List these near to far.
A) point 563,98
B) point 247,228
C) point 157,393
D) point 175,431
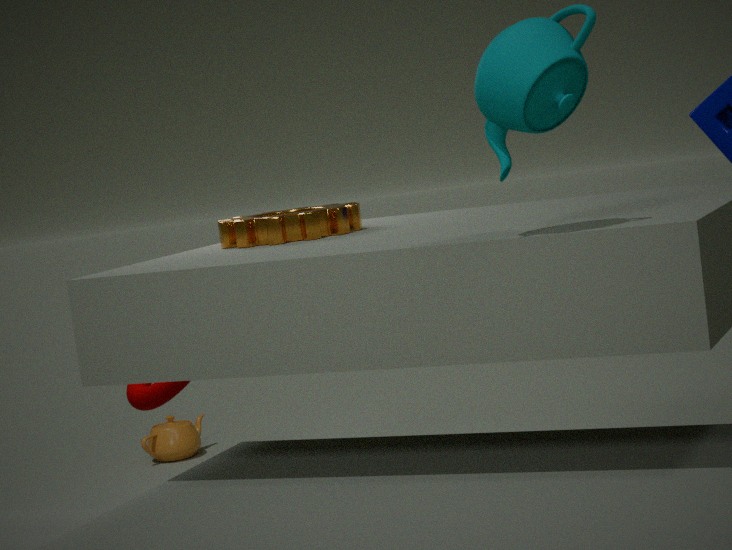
point 563,98 < point 247,228 < point 157,393 < point 175,431
